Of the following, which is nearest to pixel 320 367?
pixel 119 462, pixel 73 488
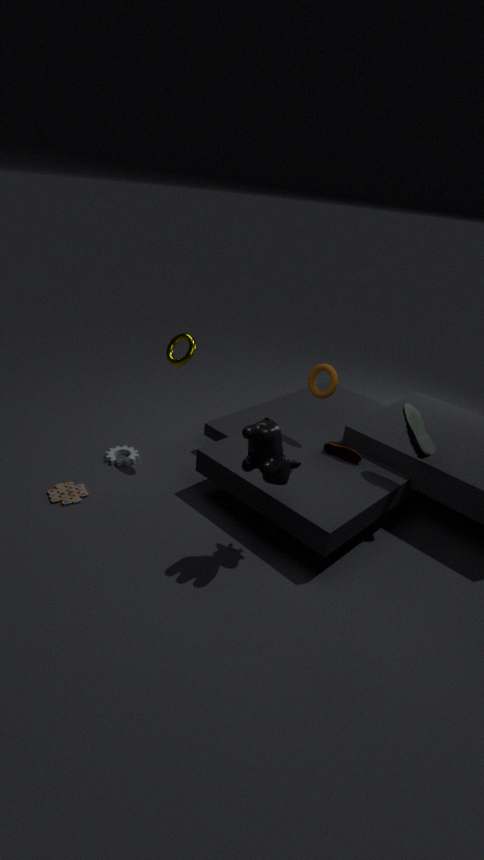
pixel 119 462
